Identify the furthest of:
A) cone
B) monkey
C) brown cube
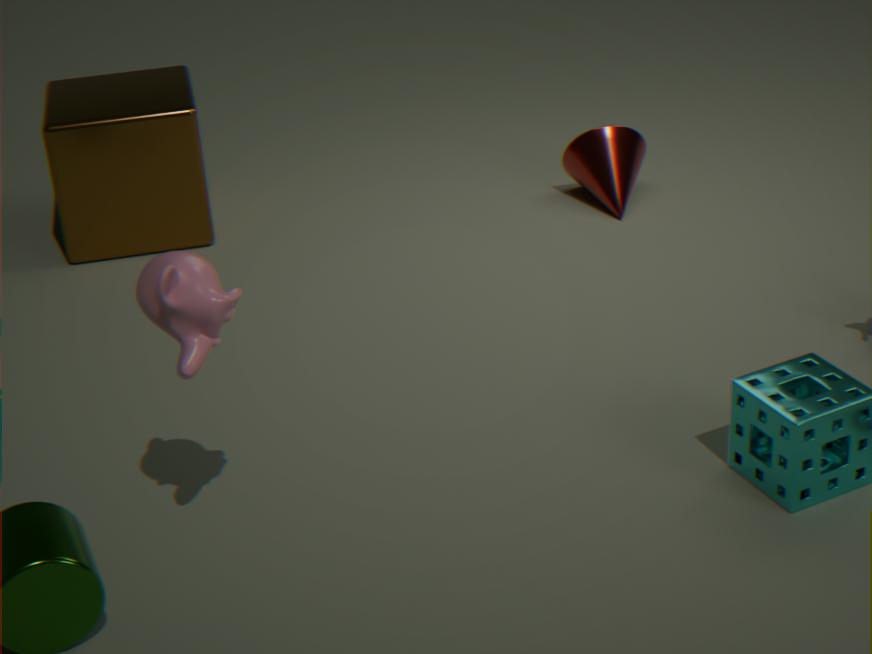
cone
